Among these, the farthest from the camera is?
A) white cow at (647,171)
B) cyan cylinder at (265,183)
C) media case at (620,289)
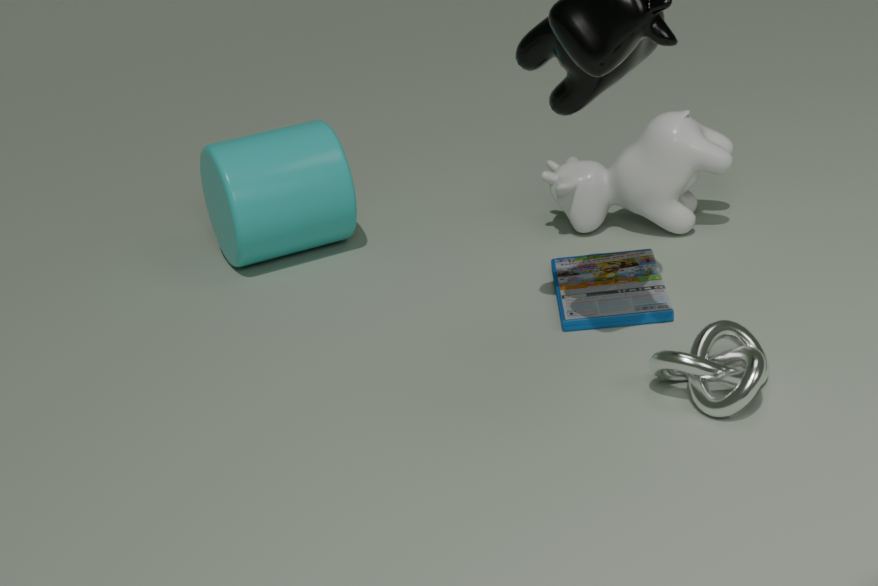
cyan cylinder at (265,183)
